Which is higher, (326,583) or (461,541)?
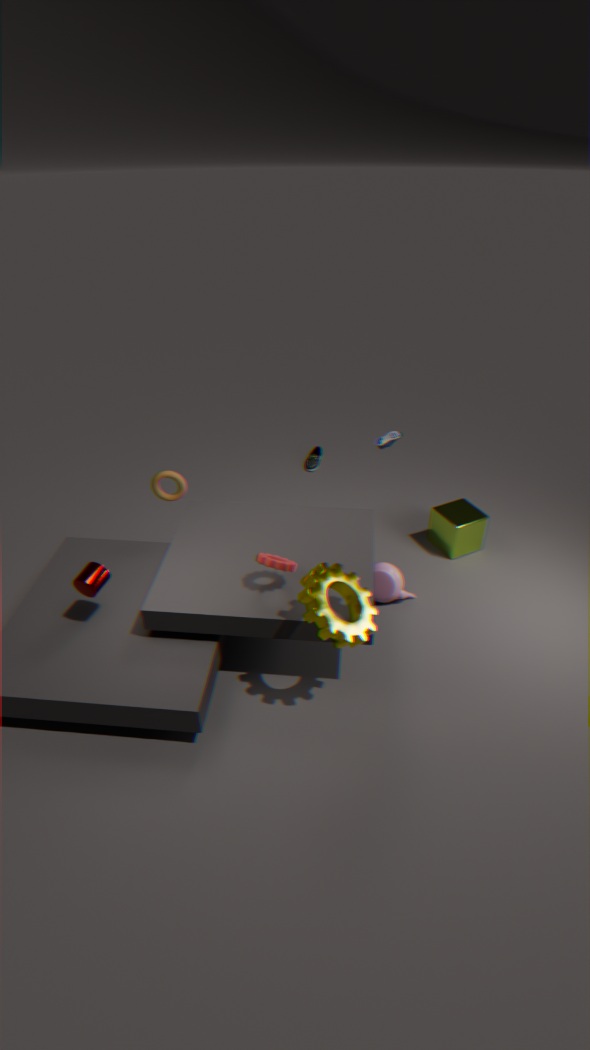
(326,583)
